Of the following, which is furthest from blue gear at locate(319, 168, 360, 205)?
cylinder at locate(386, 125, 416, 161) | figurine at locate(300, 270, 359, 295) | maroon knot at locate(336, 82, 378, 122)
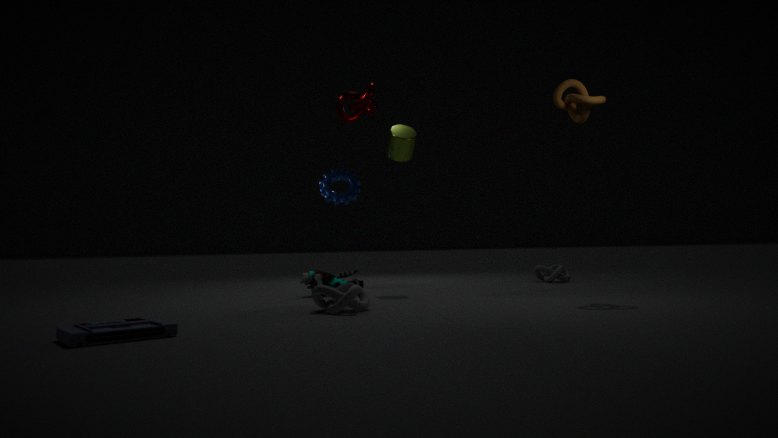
maroon knot at locate(336, 82, 378, 122)
